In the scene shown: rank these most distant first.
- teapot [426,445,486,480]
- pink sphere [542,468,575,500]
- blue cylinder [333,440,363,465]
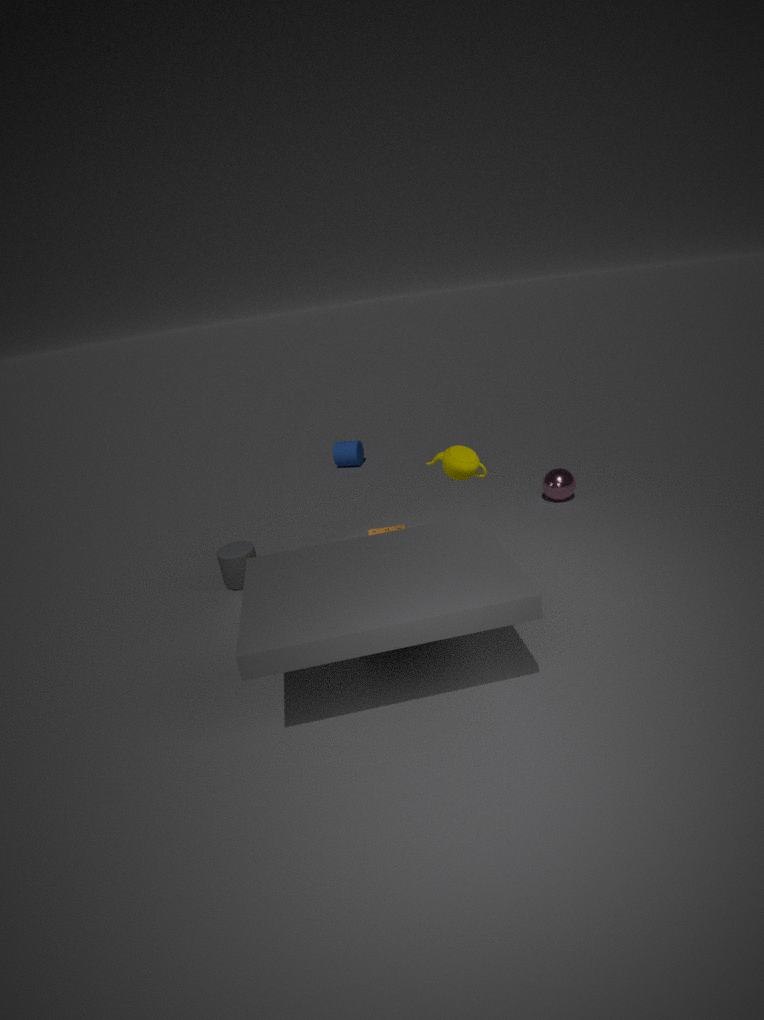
blue cylinder [333,440,363,465]
pink sphere [542,468,575,500]
teapot [426,445,486,480]
